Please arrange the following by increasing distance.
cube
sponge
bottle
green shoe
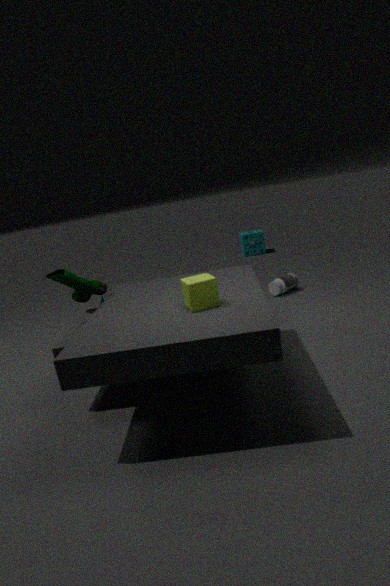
cube < green shoe < bottle < sponge
